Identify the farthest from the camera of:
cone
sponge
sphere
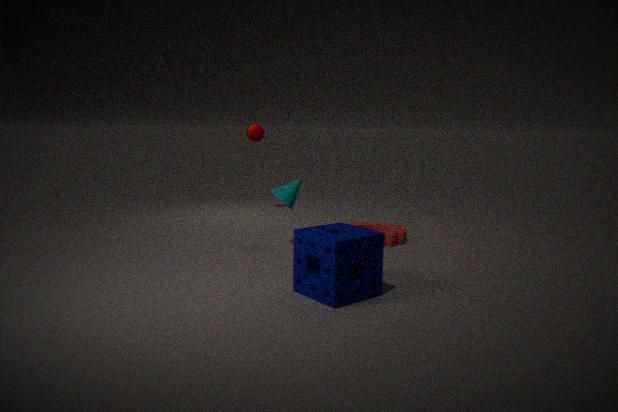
sphere
